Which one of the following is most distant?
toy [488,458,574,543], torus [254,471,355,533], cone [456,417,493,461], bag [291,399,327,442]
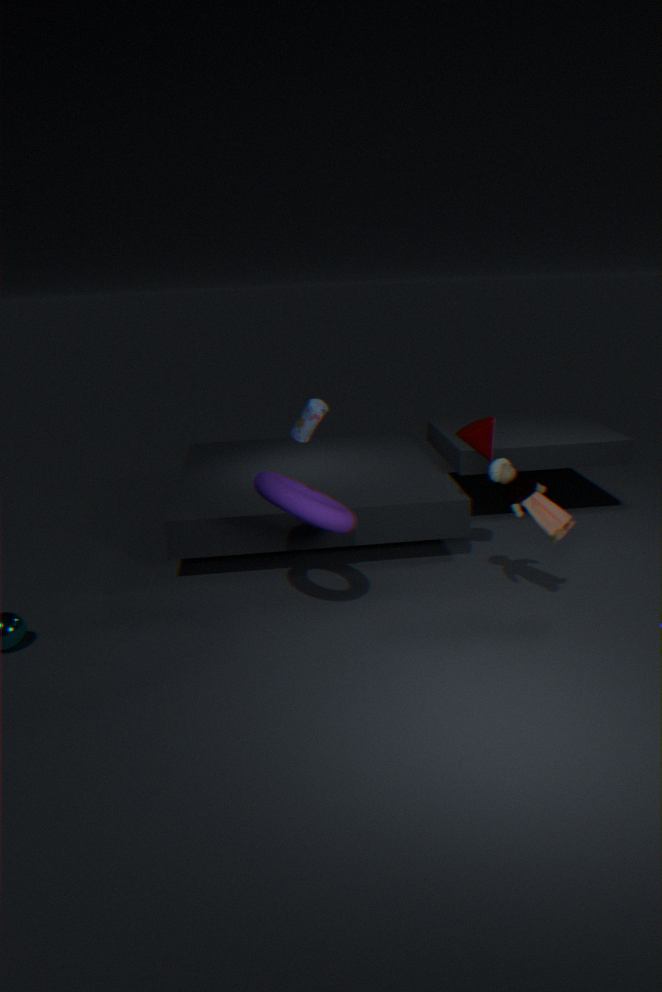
cone [456,417,493,461]
